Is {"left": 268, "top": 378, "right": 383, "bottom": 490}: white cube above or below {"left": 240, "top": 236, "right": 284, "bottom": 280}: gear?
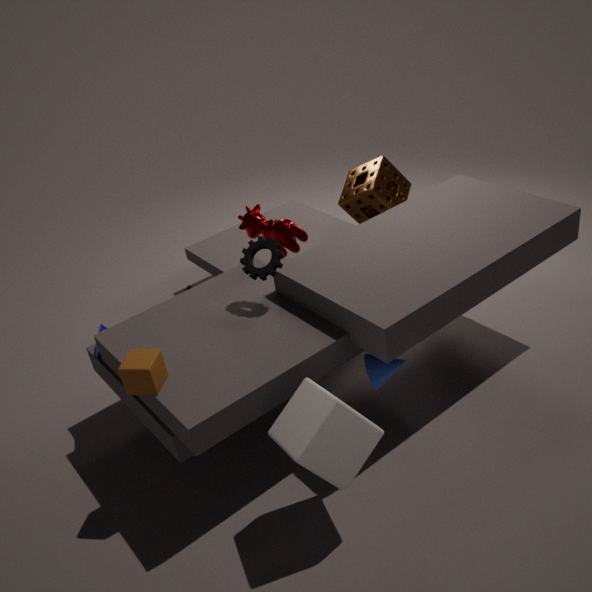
below
